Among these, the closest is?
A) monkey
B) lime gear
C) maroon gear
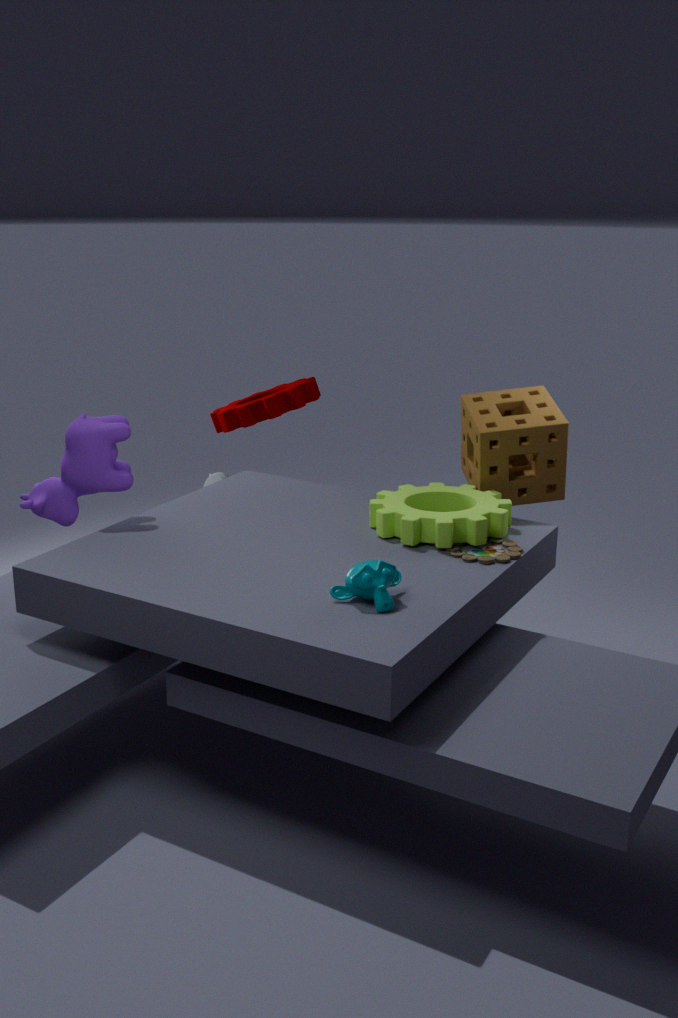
monkey
